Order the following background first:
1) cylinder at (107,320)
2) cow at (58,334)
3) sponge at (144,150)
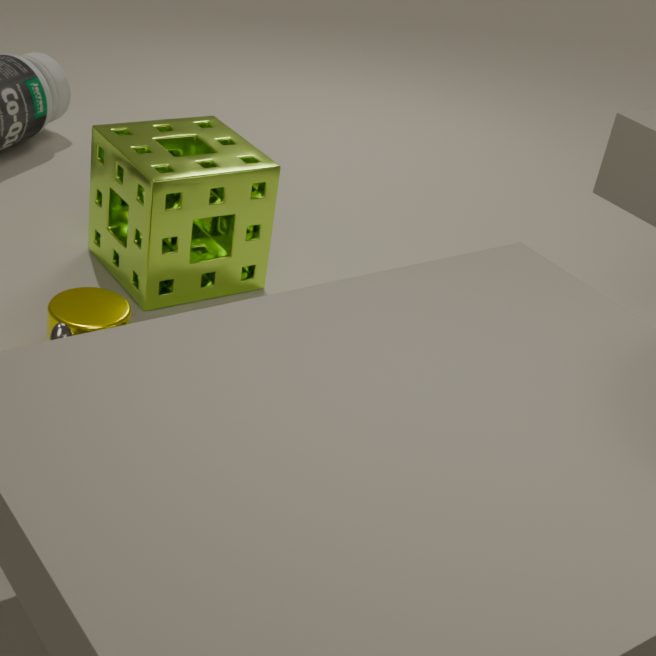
1. 3. sponge at (144,150)
2. 1. cylinder at (107,320)
3. 2. cow at (58,334)
